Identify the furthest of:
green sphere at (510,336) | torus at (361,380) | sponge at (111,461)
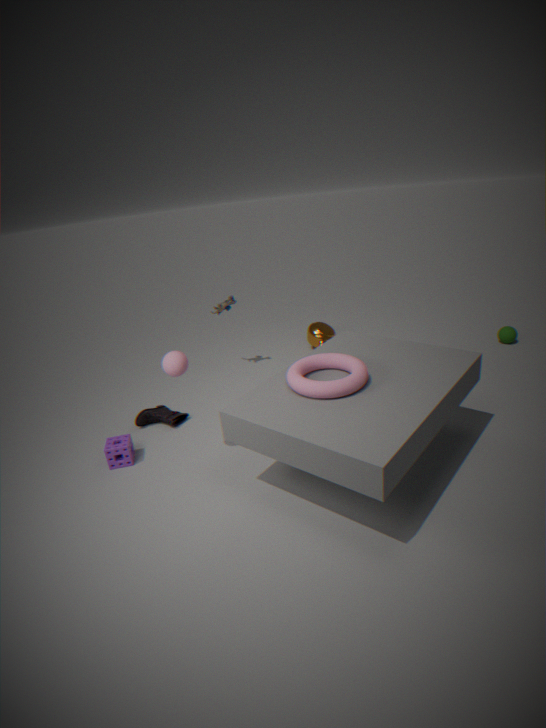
green sphere at (510,336)
